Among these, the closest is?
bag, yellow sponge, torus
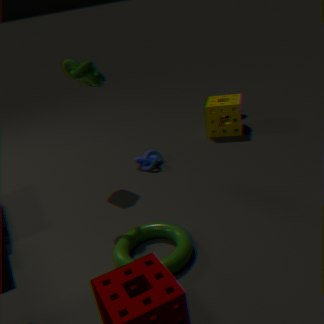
torus
